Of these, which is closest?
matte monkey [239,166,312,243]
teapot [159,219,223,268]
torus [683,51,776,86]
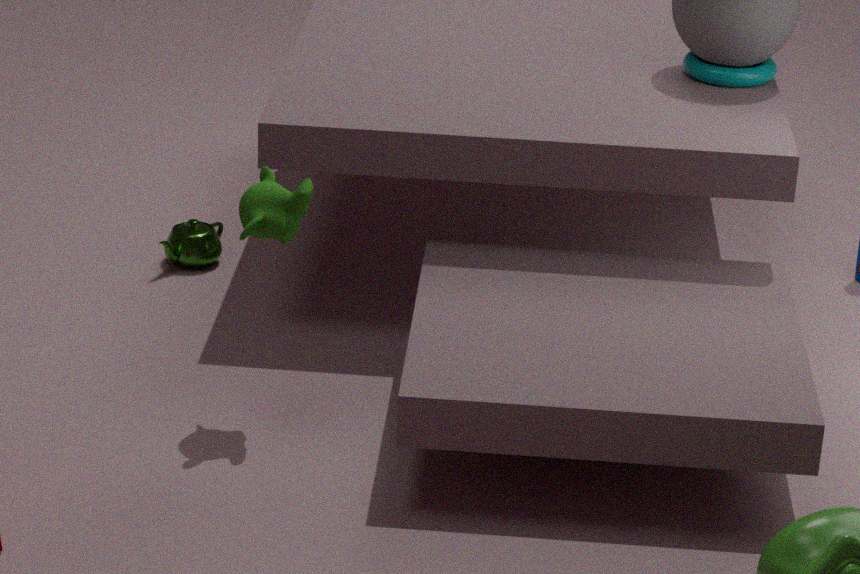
matte monkey [239,166,312,243]
